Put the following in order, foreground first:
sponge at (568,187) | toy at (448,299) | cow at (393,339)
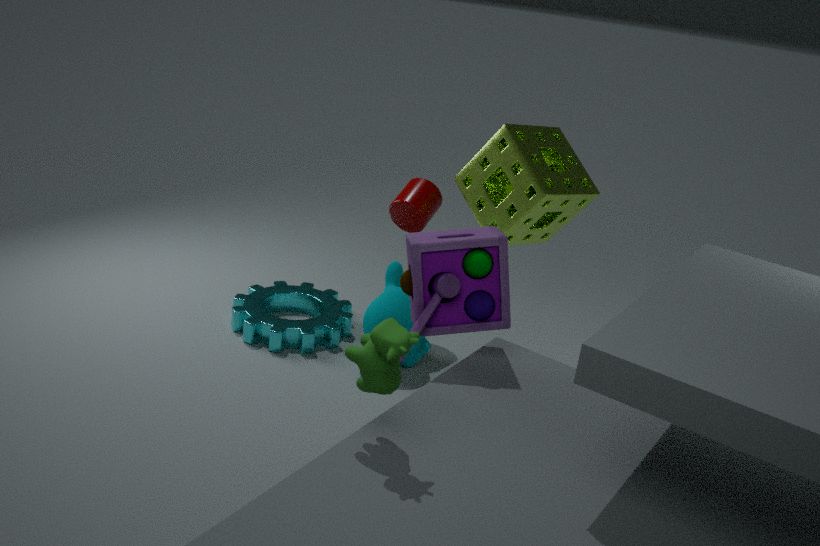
cow at (393,339)
toy at (448,299)
sponge at (568,187)
